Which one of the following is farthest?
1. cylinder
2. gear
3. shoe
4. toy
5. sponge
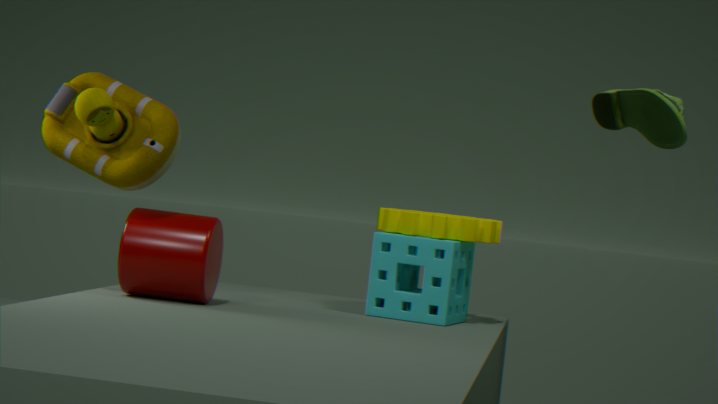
gear
